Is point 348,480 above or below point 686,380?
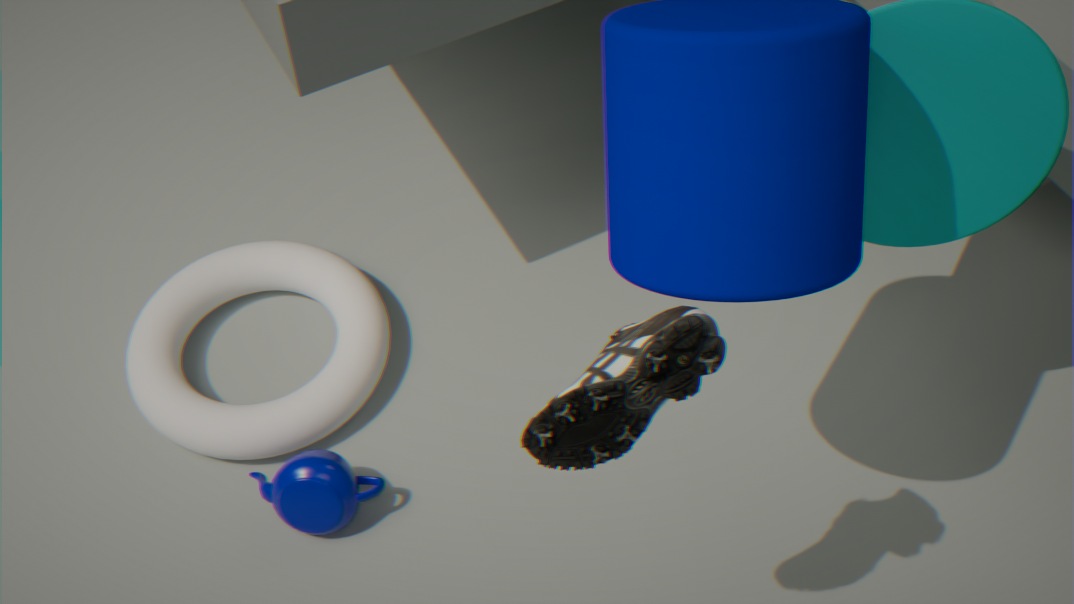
below
